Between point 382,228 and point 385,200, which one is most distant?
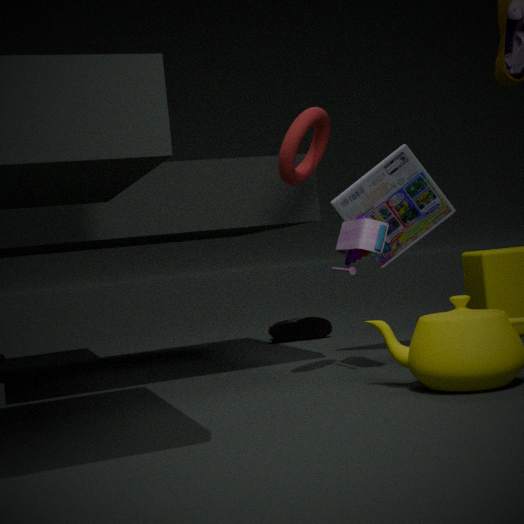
point 385,200
